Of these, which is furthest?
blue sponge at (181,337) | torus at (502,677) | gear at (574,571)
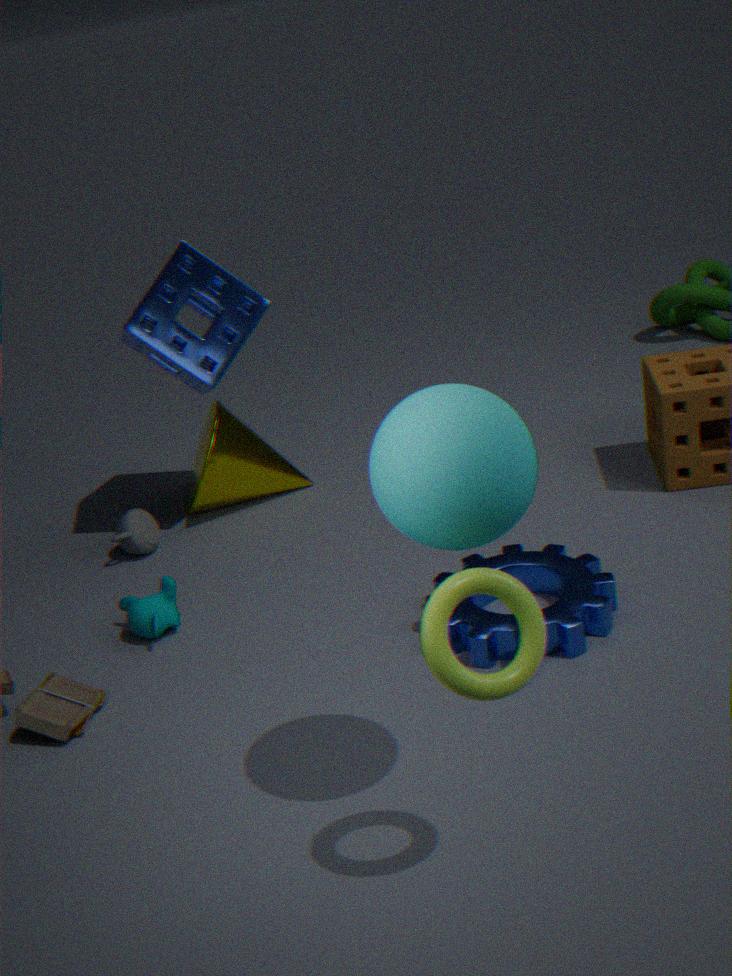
blue sponge at (181,337)
